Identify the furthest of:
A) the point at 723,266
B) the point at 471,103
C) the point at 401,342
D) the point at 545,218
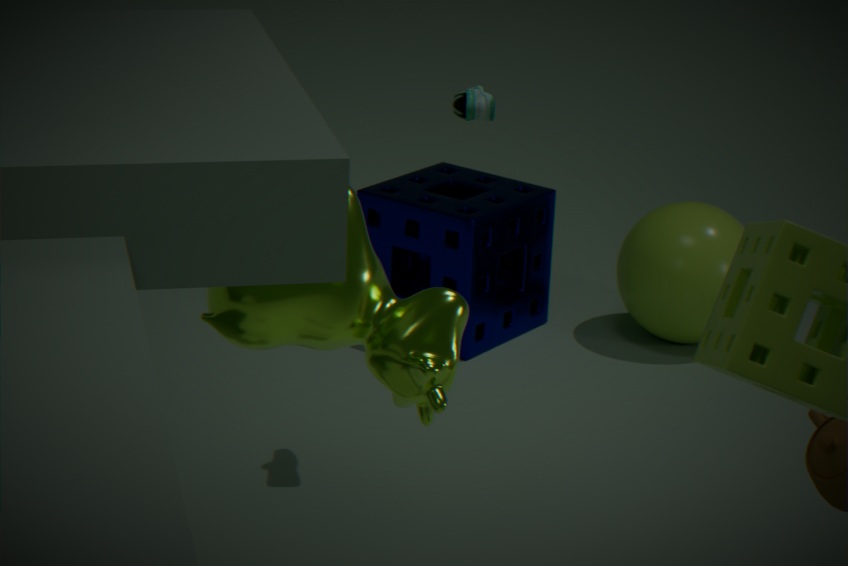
the point at 545,218
